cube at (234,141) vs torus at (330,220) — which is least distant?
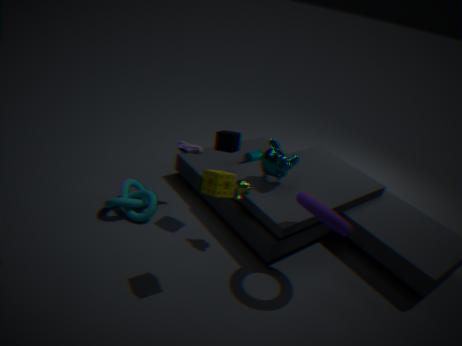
torus at (330,220)
